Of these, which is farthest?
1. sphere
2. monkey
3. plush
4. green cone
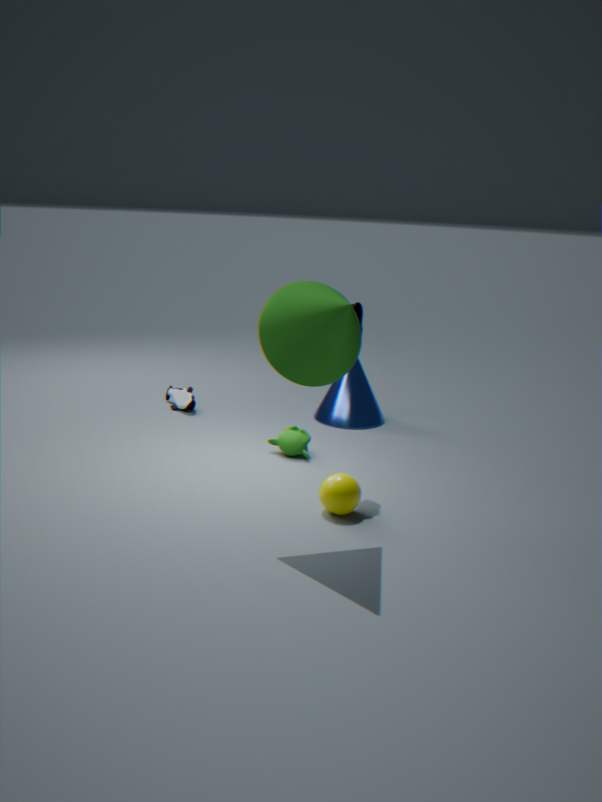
plush
